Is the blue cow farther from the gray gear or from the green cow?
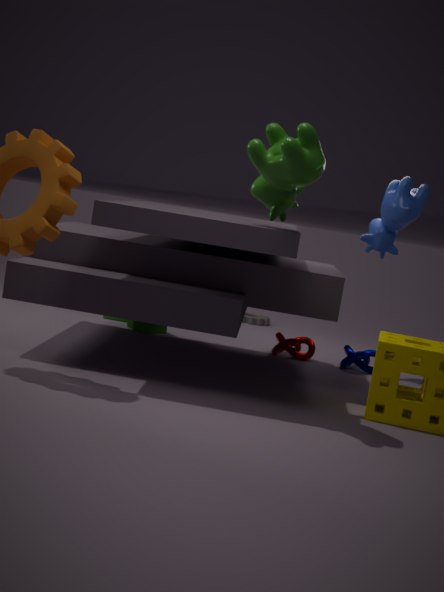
the gray gear
